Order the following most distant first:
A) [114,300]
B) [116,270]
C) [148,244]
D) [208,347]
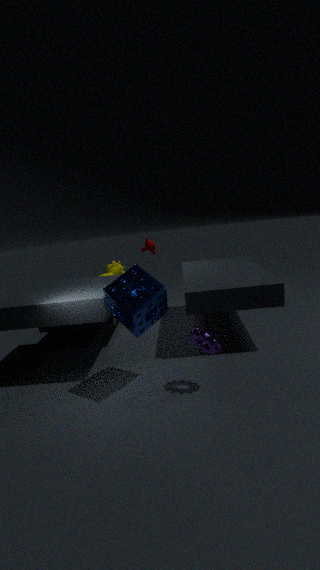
[148,244]
[116,270]
[208,347]
[114,300]
